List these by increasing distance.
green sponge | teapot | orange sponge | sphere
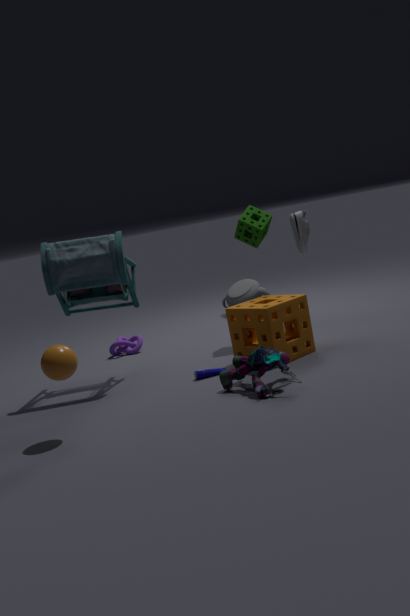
sphere < orange sponge < green sponge < teapot
